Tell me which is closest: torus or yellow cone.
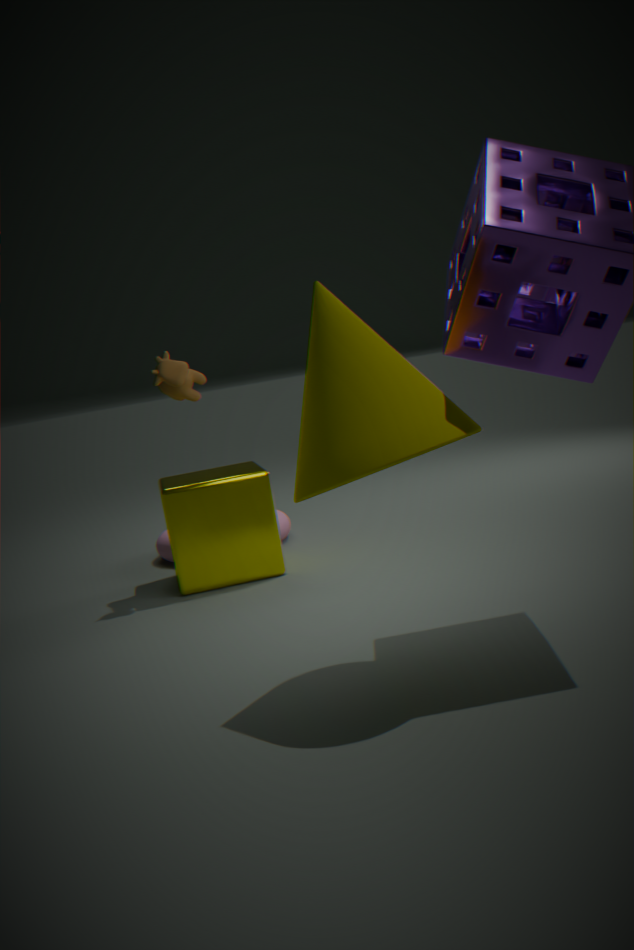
yellow cone
